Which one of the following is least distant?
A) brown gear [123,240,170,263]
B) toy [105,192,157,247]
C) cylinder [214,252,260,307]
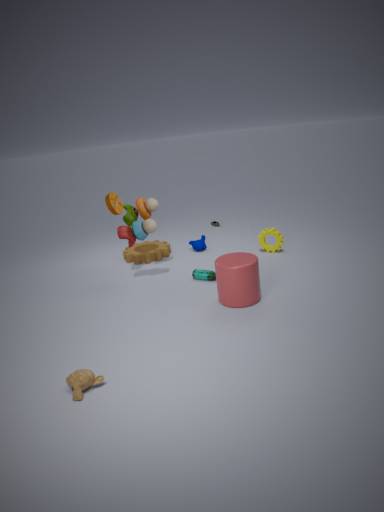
cylinder [214,252,260,307]
